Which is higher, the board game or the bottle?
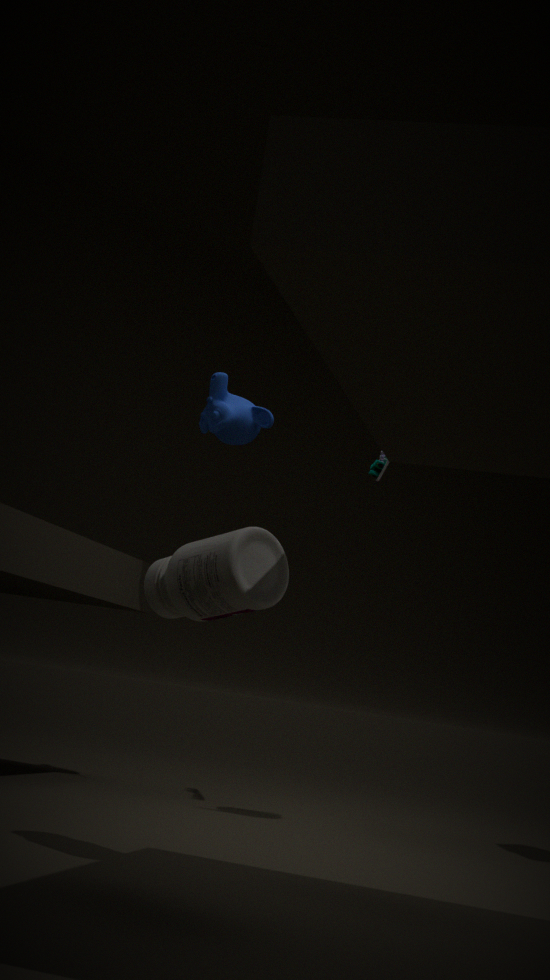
the board game
